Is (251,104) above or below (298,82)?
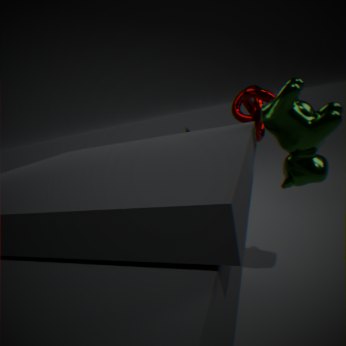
above
